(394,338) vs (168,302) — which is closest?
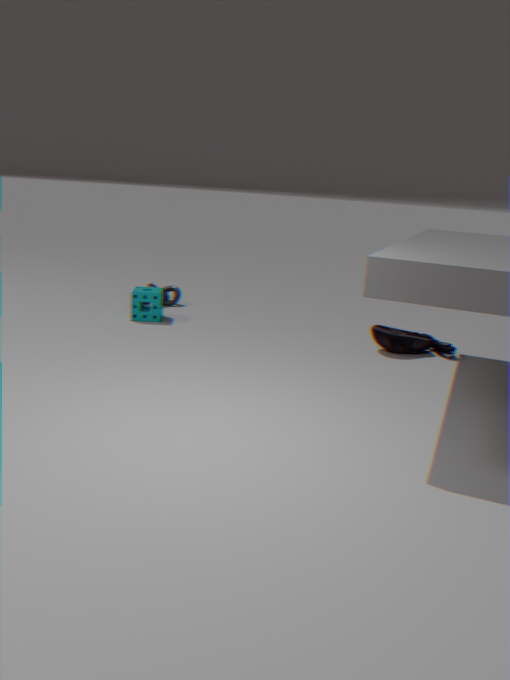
(394,338)
